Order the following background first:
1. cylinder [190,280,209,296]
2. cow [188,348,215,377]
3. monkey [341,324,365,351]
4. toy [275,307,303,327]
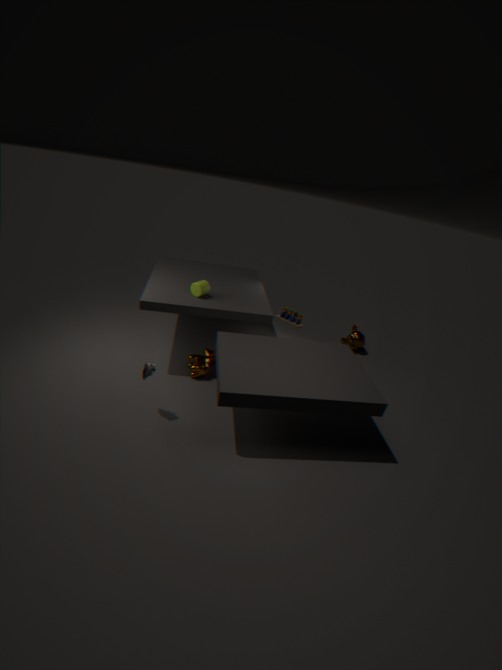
monkey [341,324,365,351]
toy [275,307,303,327]
cow [188,348,215,377]
cylinder [190,280,209,296]
